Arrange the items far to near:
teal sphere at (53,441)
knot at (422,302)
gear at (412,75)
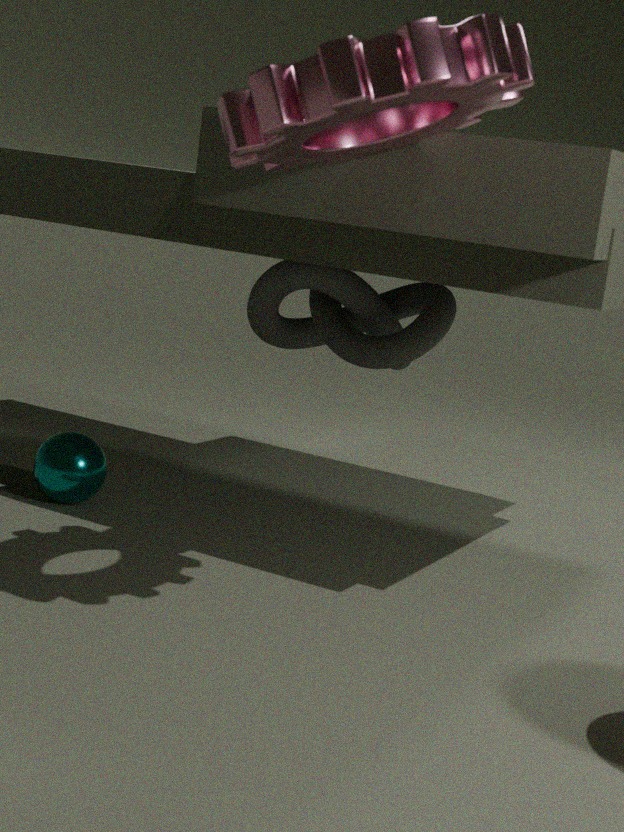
knot at (422,302) → teal sphere at (53,441) → gear at (412,75)
